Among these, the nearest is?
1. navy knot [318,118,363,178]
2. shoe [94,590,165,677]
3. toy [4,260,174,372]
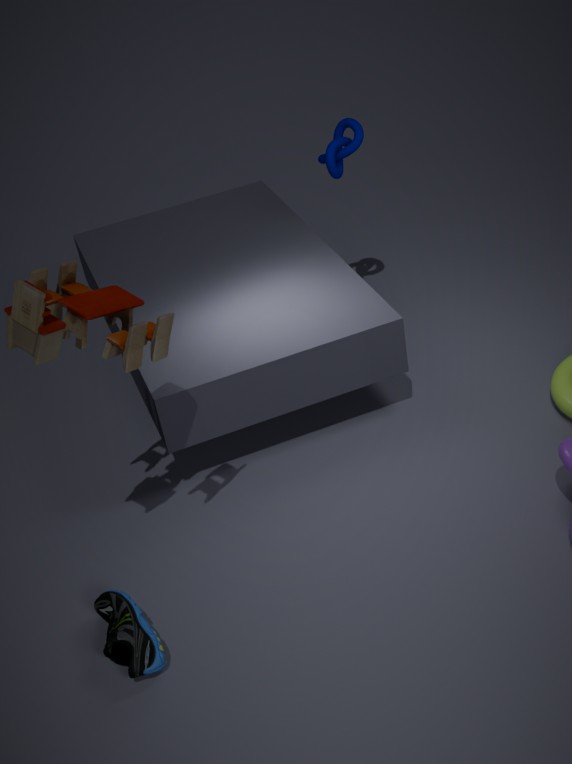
toy [4,260,174,372]
